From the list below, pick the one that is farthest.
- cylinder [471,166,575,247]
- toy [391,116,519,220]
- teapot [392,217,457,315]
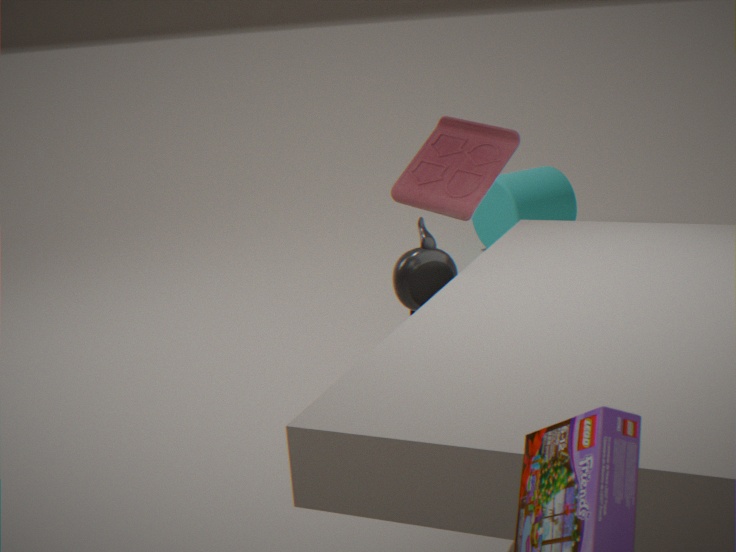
cylinder [471,166,575,247]
